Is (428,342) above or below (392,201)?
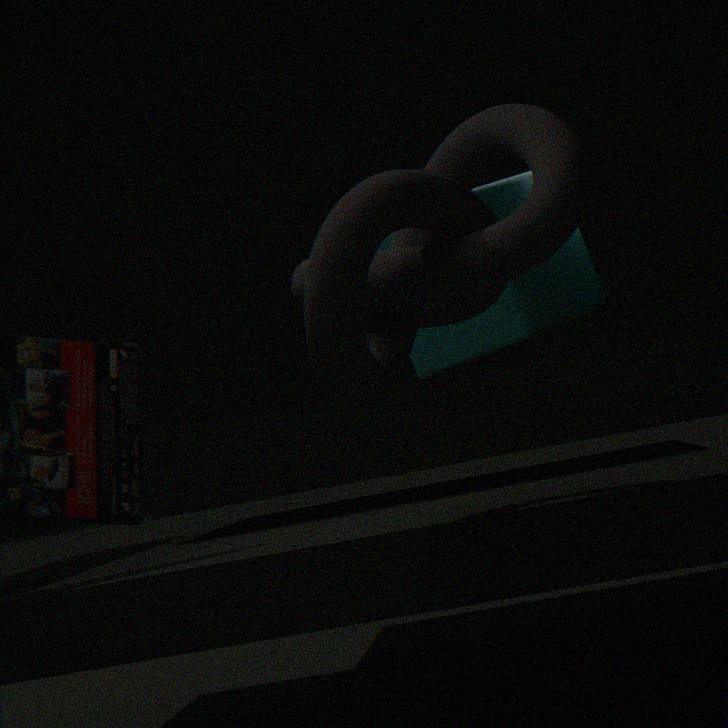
above
